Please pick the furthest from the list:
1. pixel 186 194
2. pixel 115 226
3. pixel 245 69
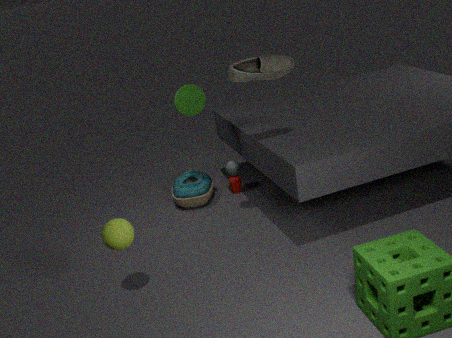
pixel 186 194
